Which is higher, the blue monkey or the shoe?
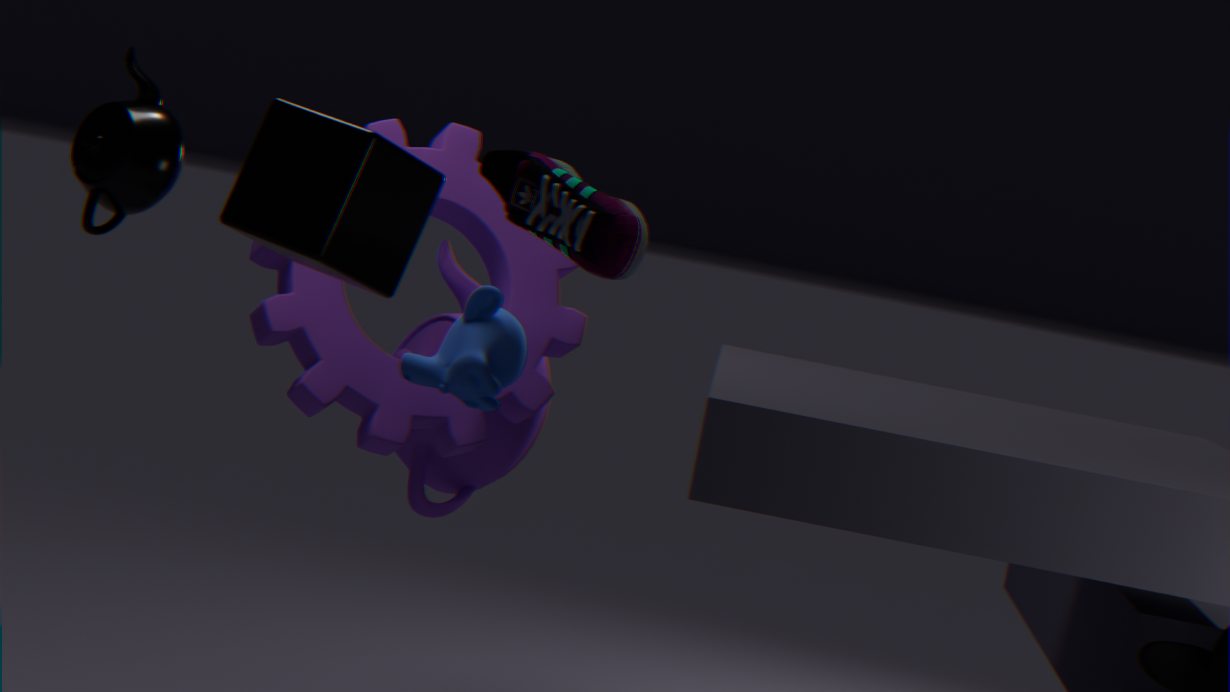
the shoe
